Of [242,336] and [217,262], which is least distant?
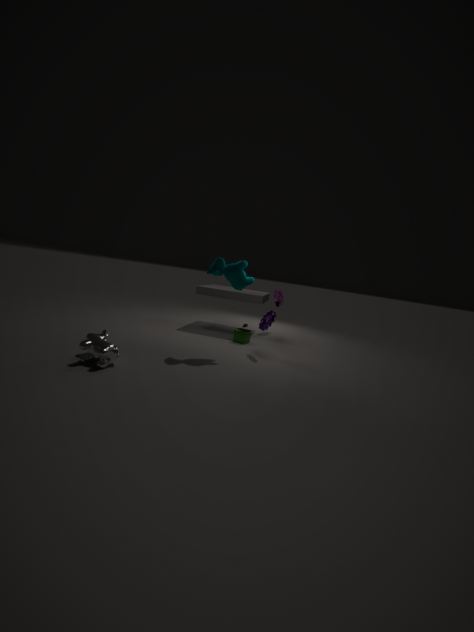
[217,262]
